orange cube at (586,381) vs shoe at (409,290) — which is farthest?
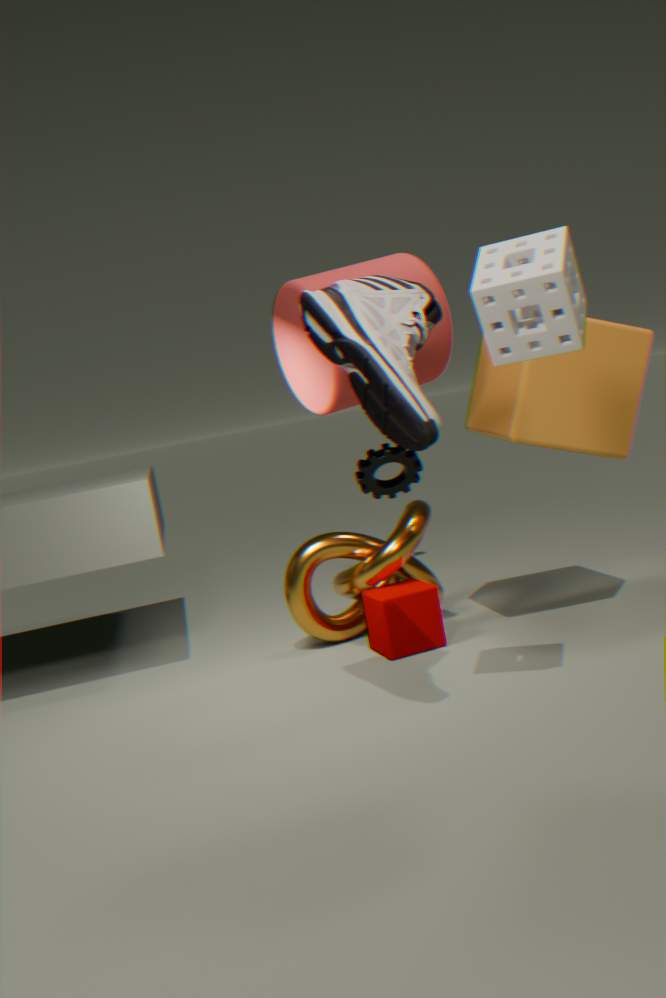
orange cube at (586,381)
